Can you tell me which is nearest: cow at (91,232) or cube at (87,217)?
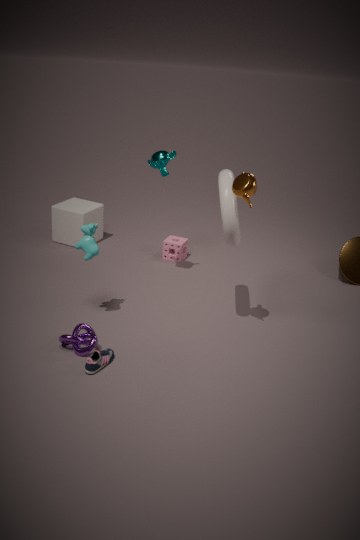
cow at (91,232)
